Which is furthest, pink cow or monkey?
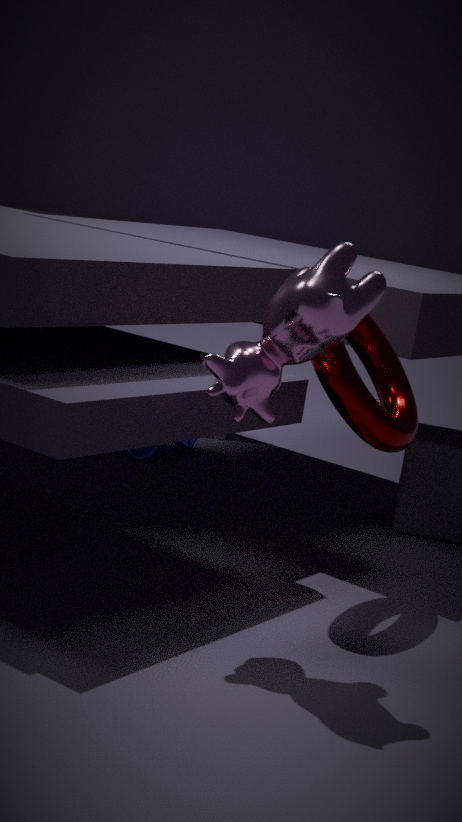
monkey
